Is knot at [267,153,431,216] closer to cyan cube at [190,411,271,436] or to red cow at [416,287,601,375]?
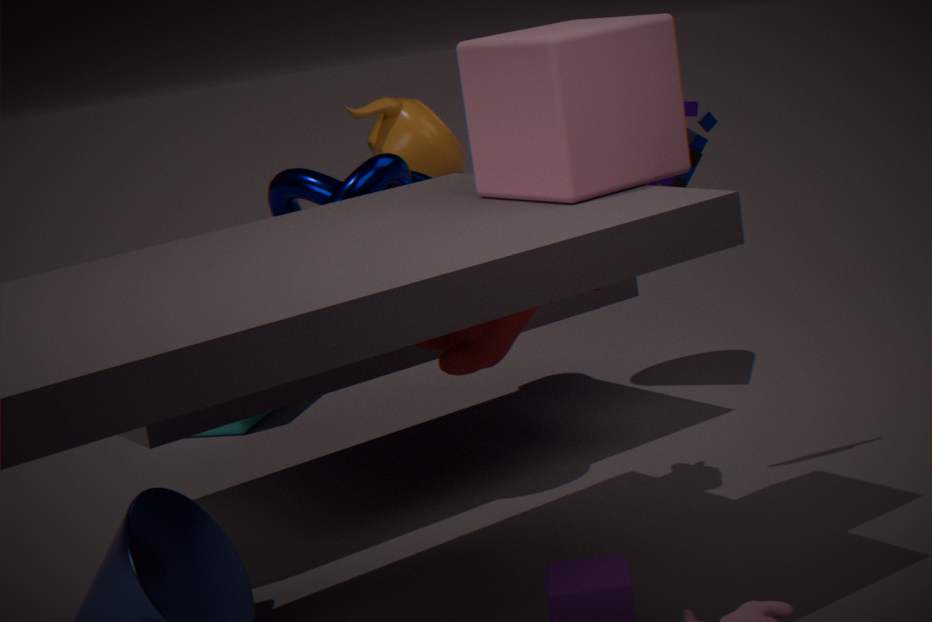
red cow at [416,287,601,375]
